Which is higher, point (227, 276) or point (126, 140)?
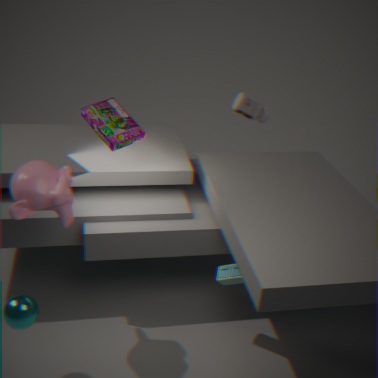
point (126, 140)
